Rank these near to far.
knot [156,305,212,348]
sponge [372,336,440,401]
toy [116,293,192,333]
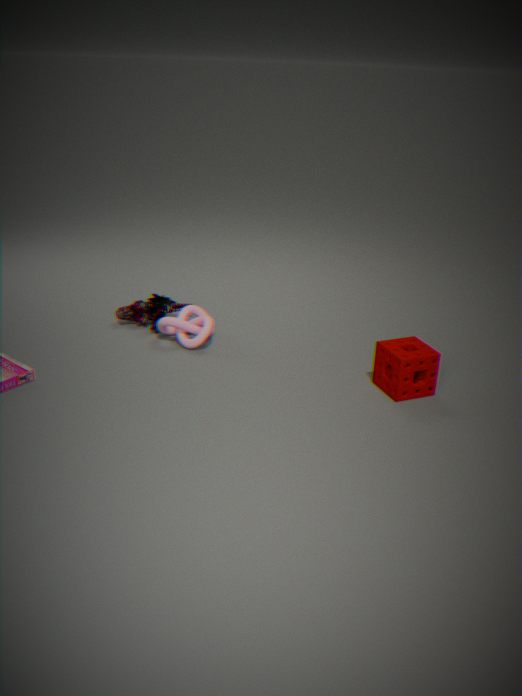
1. sponge [372,336,440,401]
2. knot [156,305,212,348]
3. toy [116,293,192,333]
